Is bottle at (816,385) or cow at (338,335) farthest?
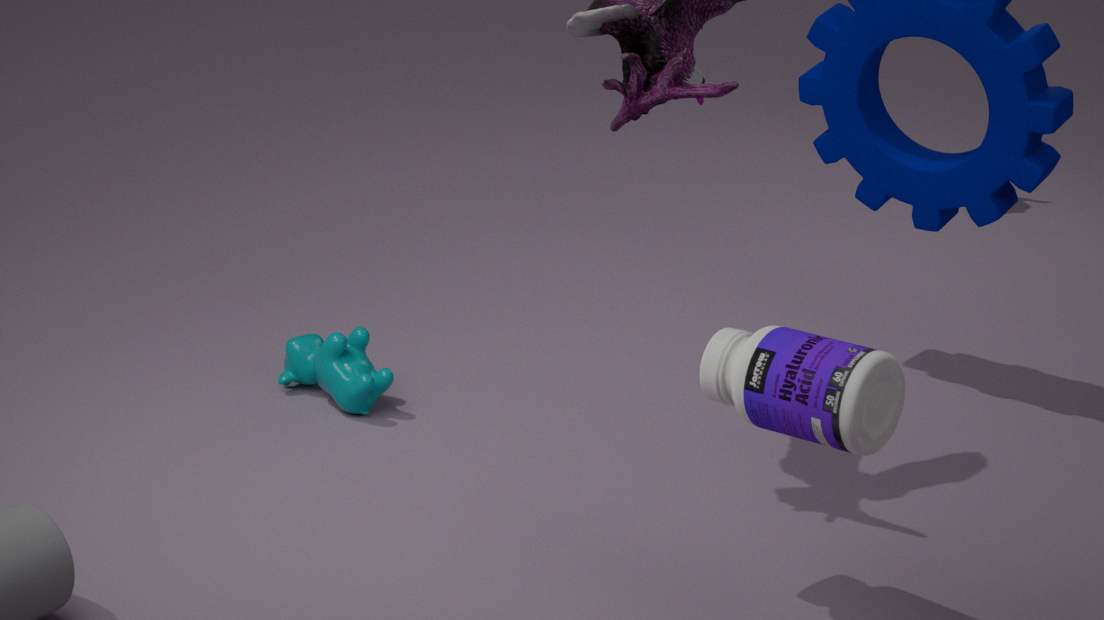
cow at (338,335)
